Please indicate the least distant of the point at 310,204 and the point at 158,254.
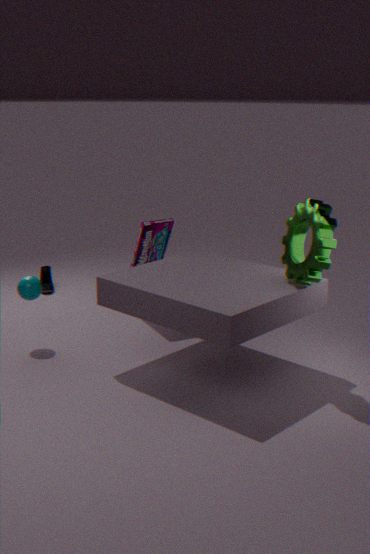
the point at 310,204
